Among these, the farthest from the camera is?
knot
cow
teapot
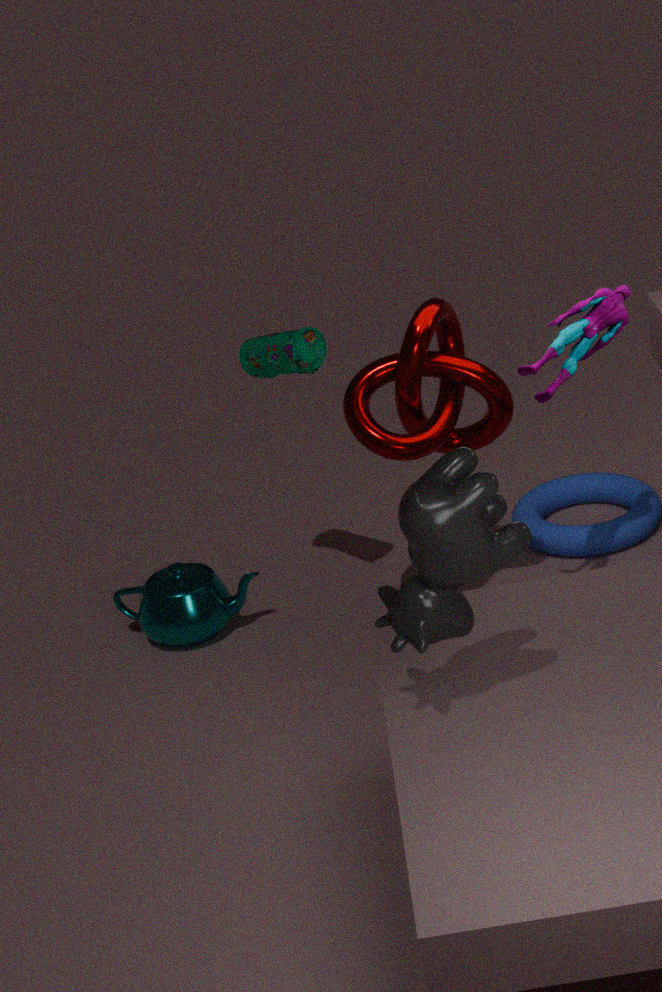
teapot
